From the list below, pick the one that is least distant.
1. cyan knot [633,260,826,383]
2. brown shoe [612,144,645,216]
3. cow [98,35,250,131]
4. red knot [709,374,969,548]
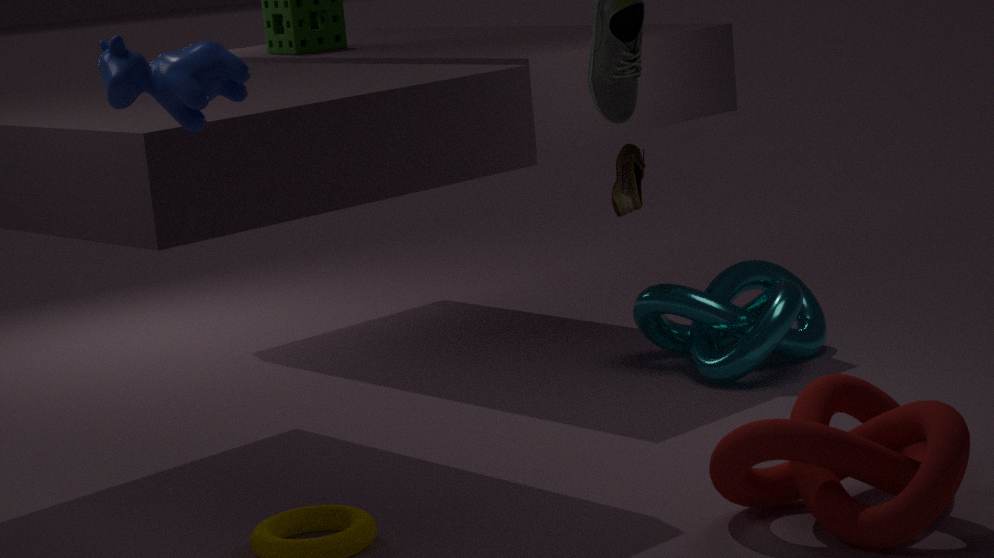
cow [98,35,250,131]
